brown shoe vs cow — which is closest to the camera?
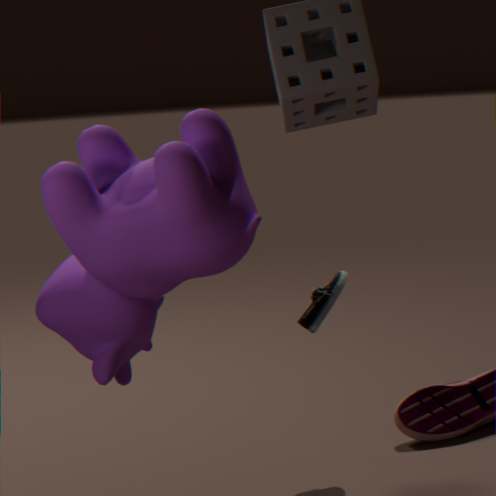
cow
